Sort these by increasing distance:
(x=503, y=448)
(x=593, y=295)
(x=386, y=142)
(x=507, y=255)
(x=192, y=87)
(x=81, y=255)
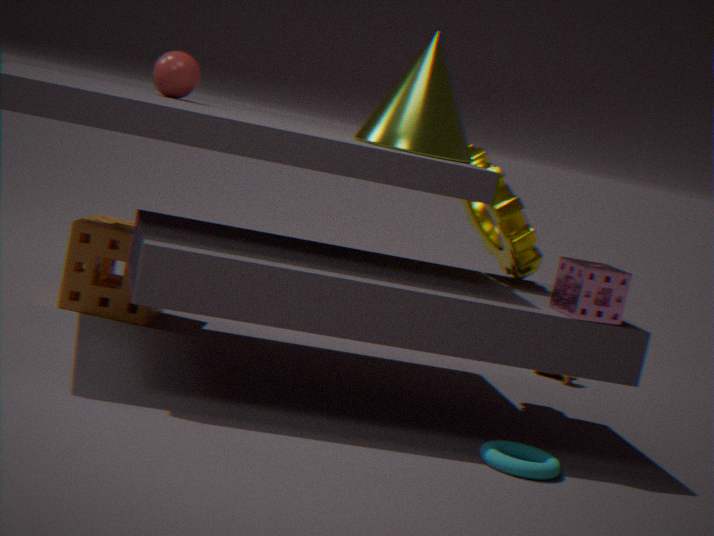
(x=593, y=295) < (x=503, y=448) < (x=386, y=142) < (x=507, y=255) < (x=192, y=87) < (x=81, y=255)
